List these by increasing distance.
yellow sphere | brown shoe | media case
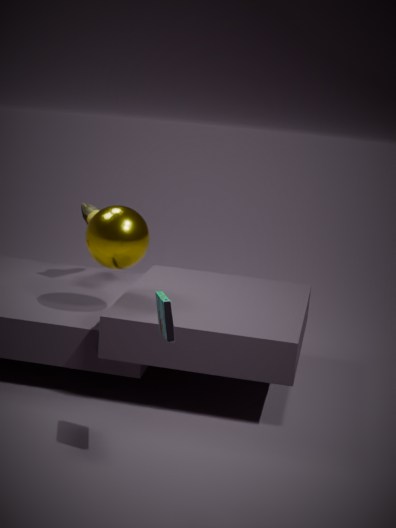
media case, yellow sphere, brown shoe
